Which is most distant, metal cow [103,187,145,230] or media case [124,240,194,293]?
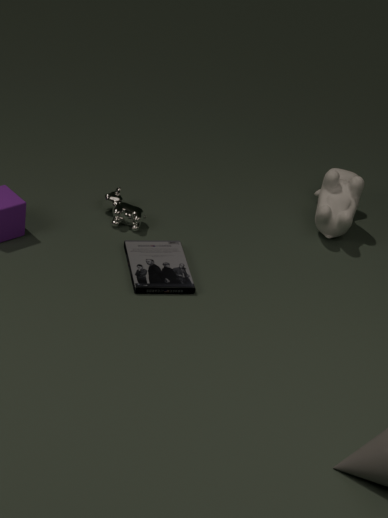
metal cow [103,187,145,230]
